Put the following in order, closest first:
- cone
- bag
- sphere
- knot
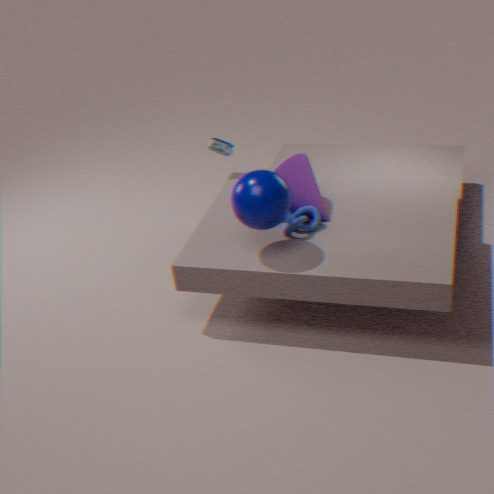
sphere → knot → cone → bag
